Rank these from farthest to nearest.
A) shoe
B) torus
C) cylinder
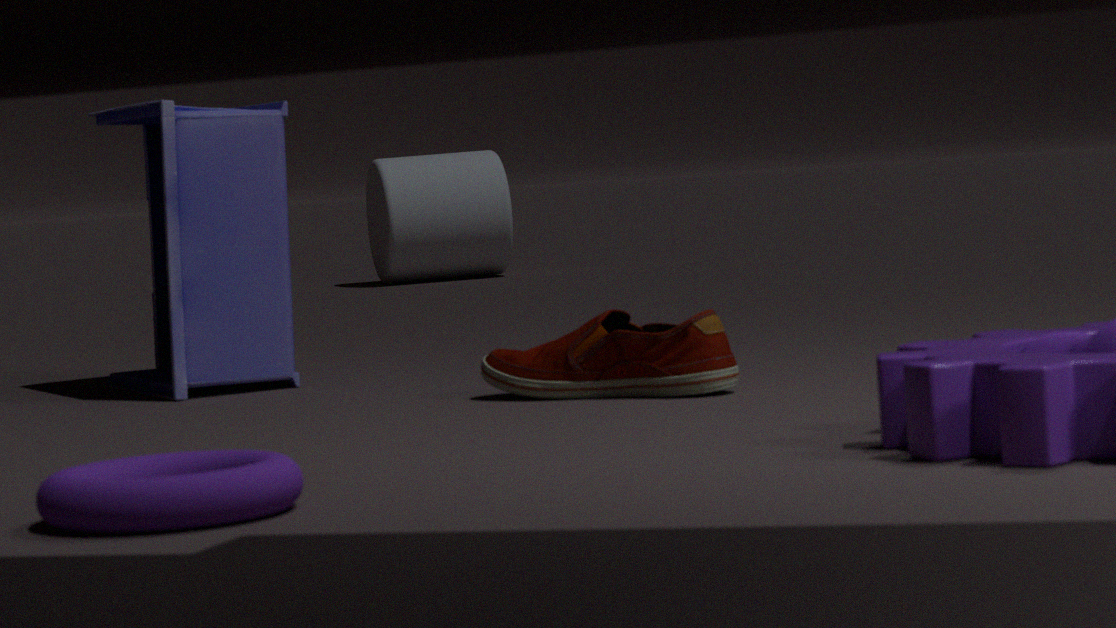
cylinder → shoe → torus
